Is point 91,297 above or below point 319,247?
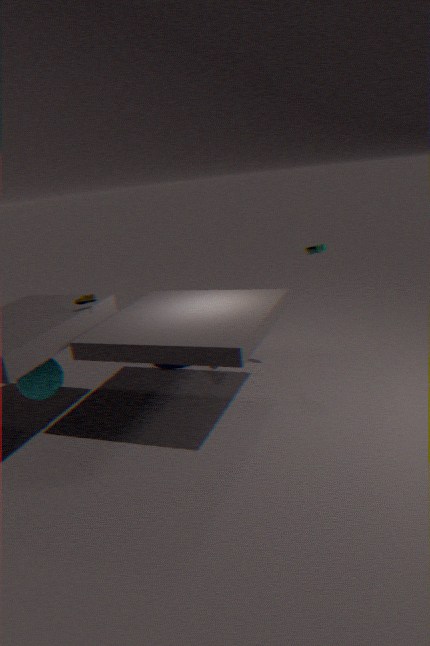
below
